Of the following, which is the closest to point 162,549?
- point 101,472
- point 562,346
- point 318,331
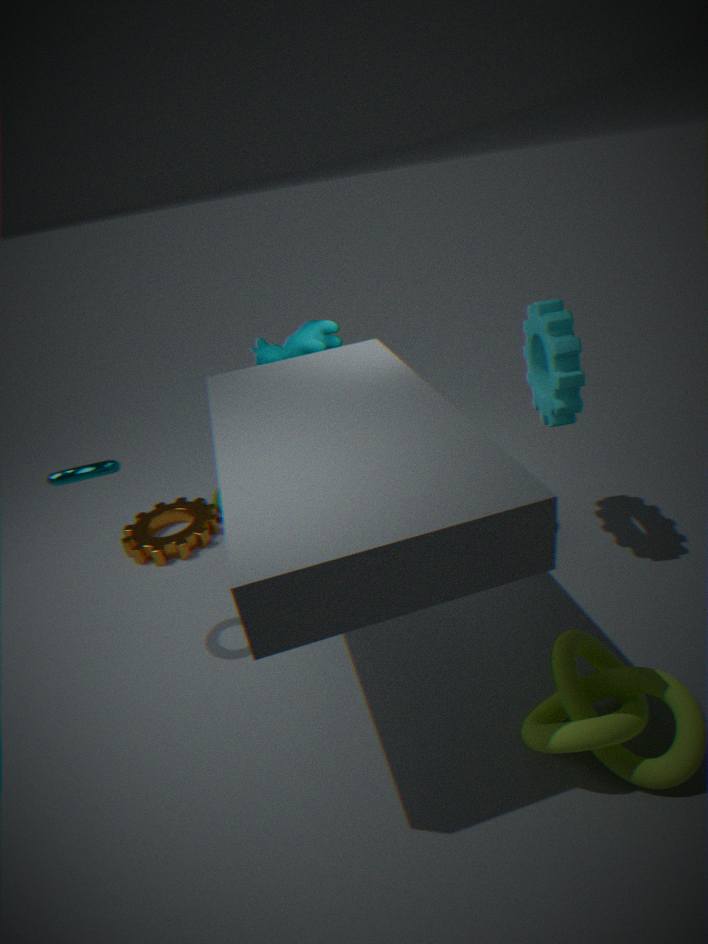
point 101,472
